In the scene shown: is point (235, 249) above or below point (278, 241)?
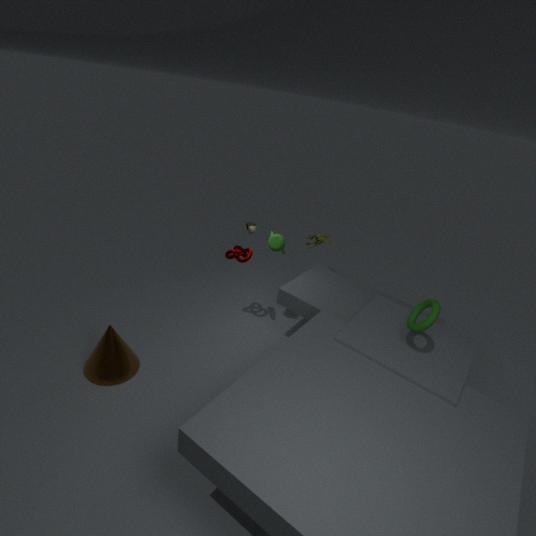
below
